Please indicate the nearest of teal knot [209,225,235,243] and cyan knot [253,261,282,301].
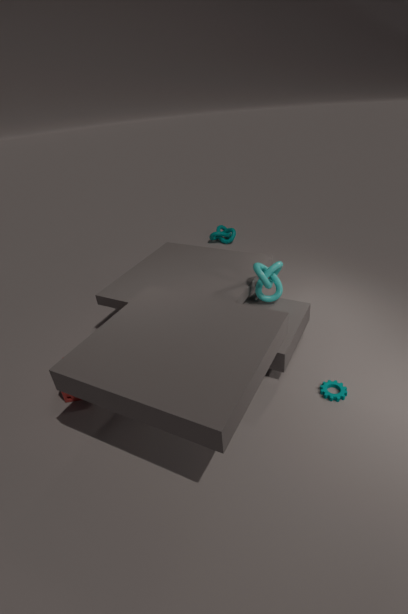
cyan knot [253,261,282,301]
